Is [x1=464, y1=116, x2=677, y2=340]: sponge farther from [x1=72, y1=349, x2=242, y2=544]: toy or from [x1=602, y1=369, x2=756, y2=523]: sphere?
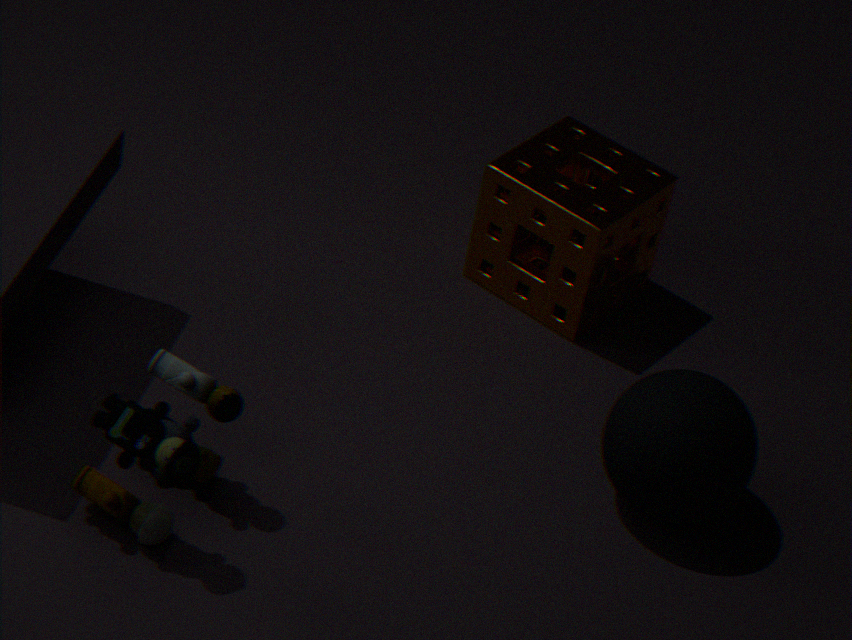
[x1=72, y1=349, x2=242, y2=544]: toy
